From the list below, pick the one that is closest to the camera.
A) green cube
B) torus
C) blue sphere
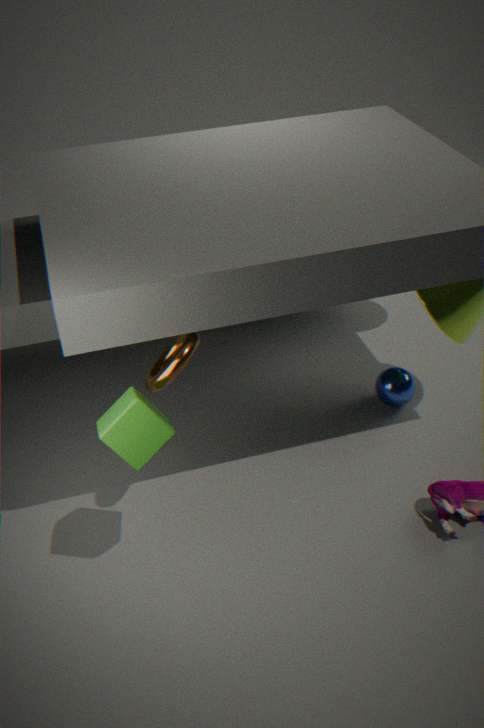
green cube
